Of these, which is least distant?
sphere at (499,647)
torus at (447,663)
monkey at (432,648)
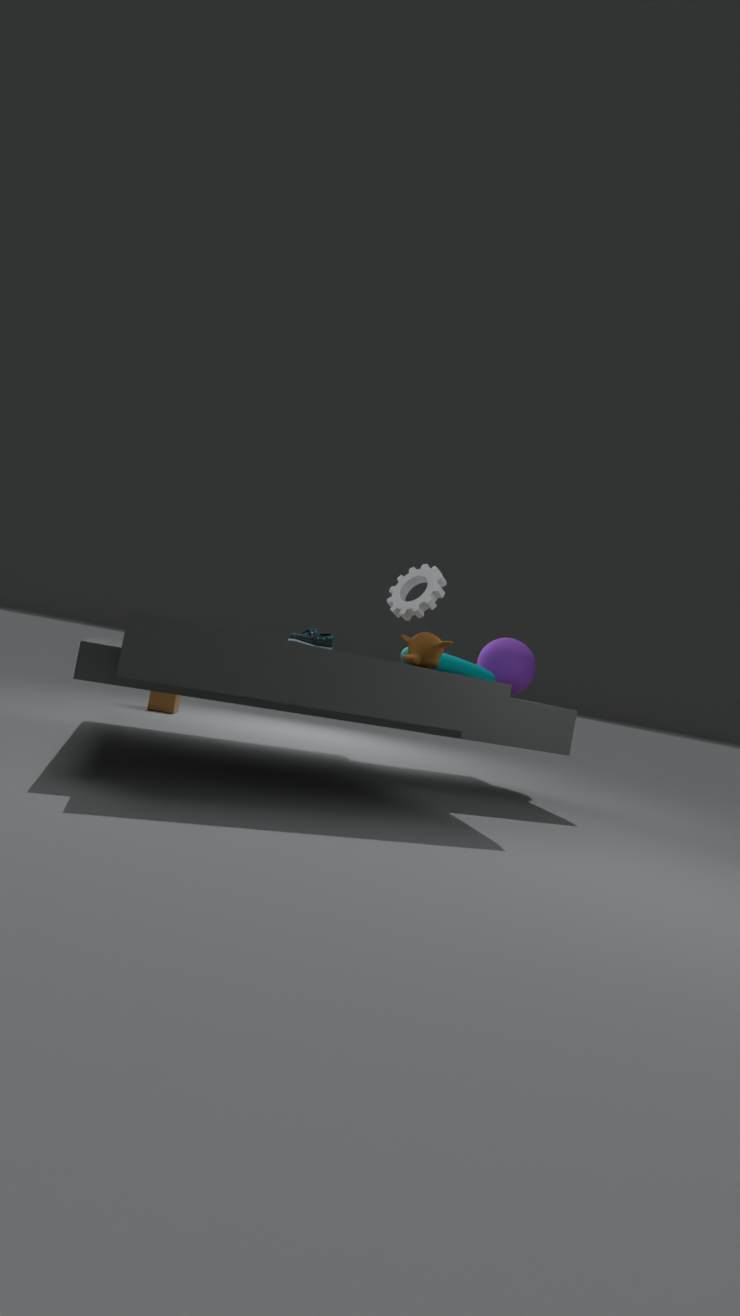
monkey at (432,648)
